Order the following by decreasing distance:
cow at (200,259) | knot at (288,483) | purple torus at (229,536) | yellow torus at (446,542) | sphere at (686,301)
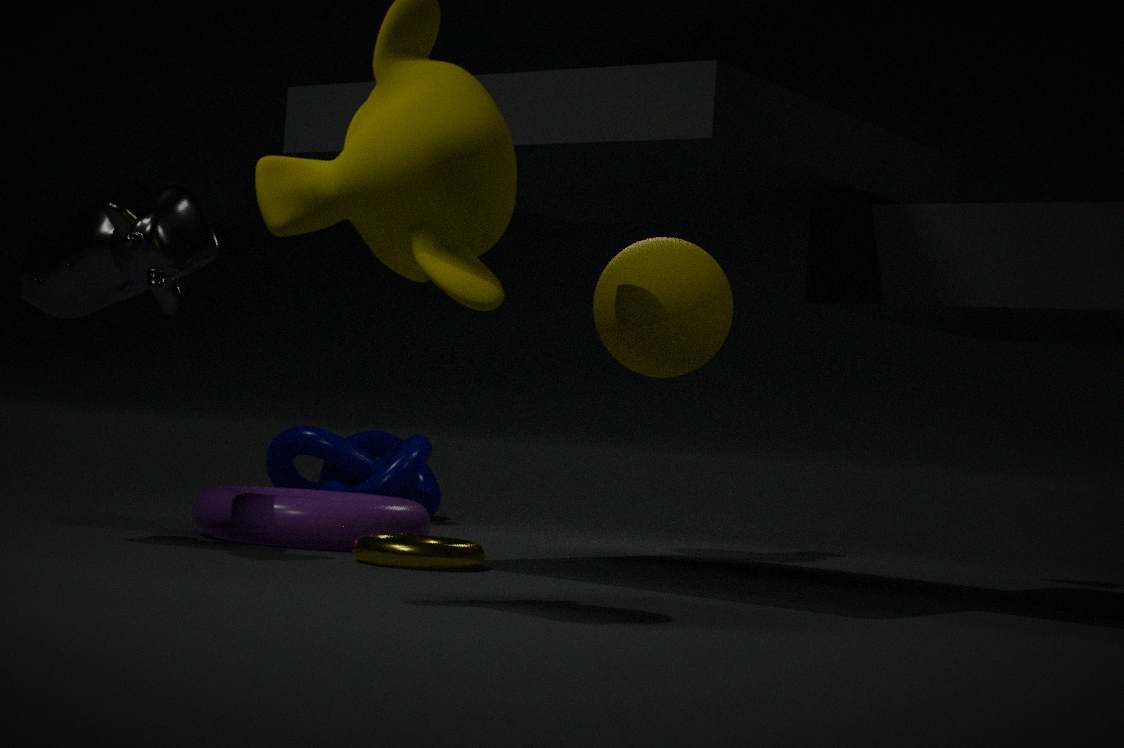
1. knot at (288,483)
2. sphere at (686,301)
3. purple torus at (229,536)
4. yellow torus at (446,542)
5. cow at (200,259)
